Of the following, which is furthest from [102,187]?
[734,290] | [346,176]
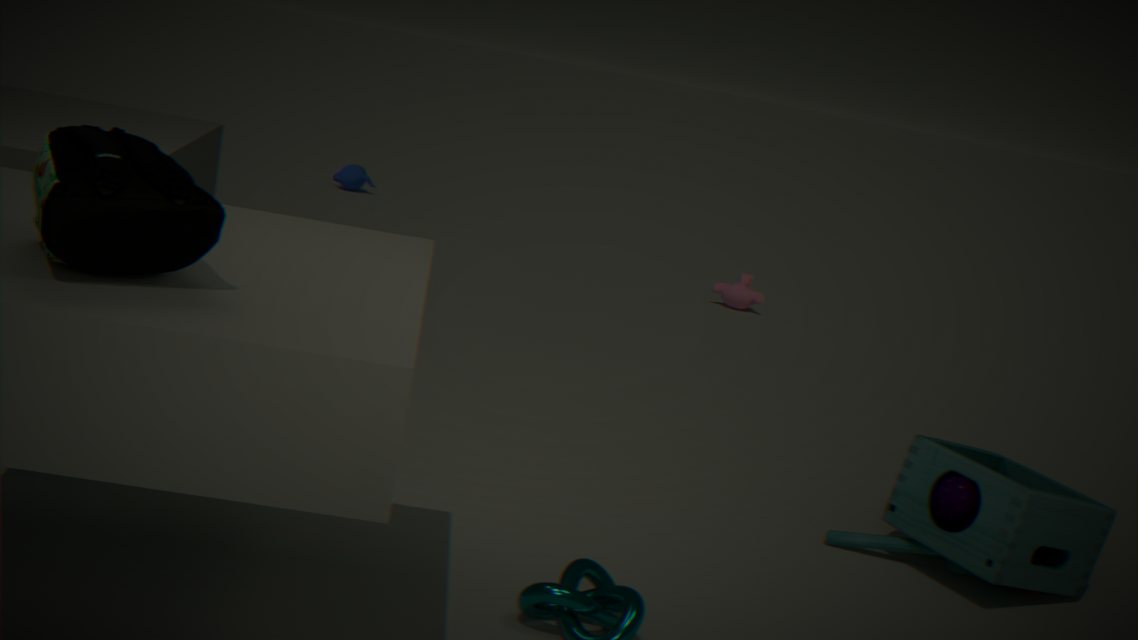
[346,176]
